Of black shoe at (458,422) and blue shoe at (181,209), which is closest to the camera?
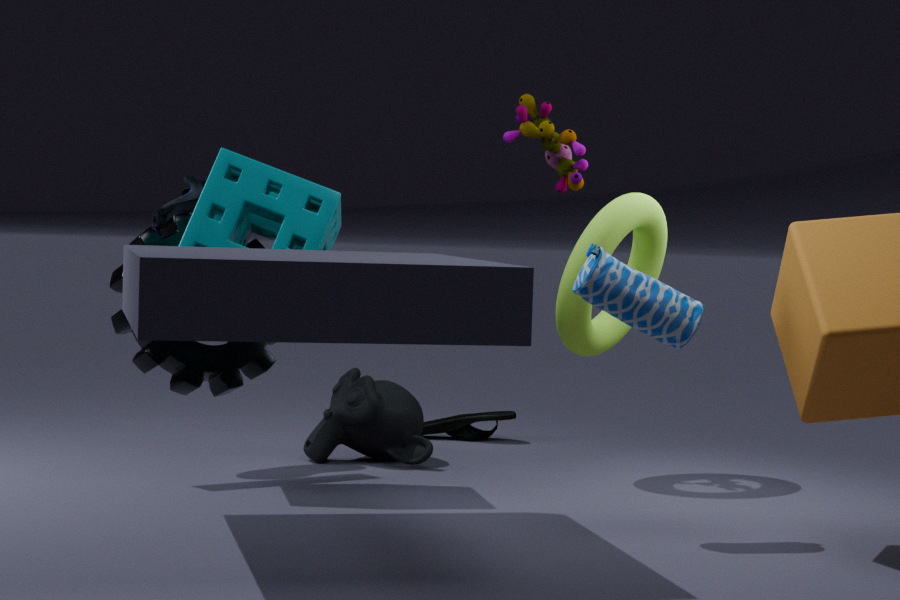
blue shoe at (181,209)
